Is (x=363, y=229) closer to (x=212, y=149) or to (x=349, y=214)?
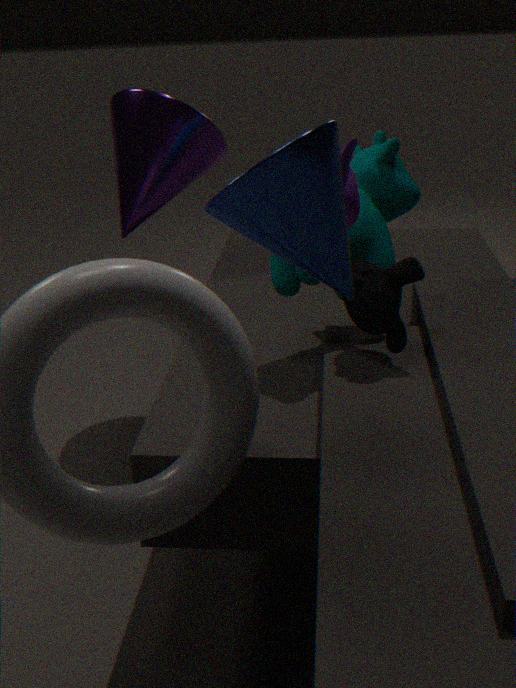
(x=349, y=214)
